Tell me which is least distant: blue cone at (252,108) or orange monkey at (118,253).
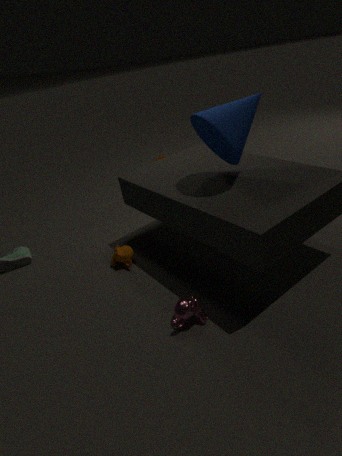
blue cone at (252,108)
